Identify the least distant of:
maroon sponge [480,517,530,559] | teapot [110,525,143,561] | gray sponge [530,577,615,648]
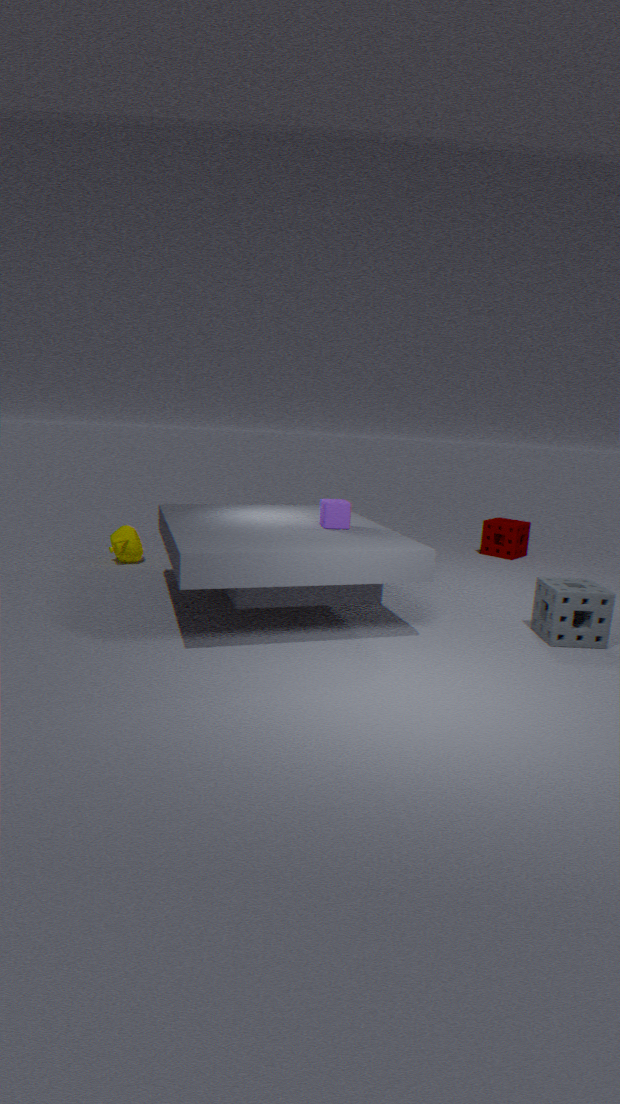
gray sponge [530,577,615,648]
